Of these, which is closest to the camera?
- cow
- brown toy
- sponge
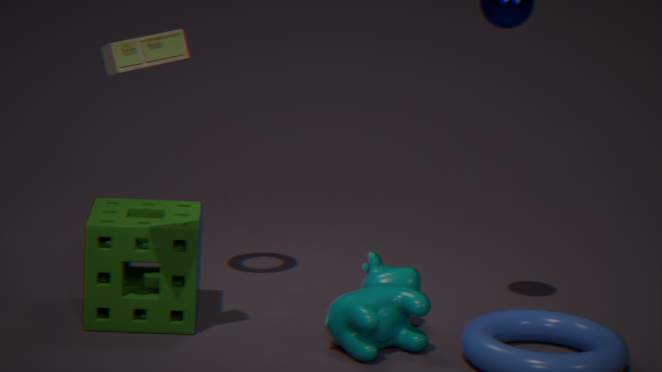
brown toy
